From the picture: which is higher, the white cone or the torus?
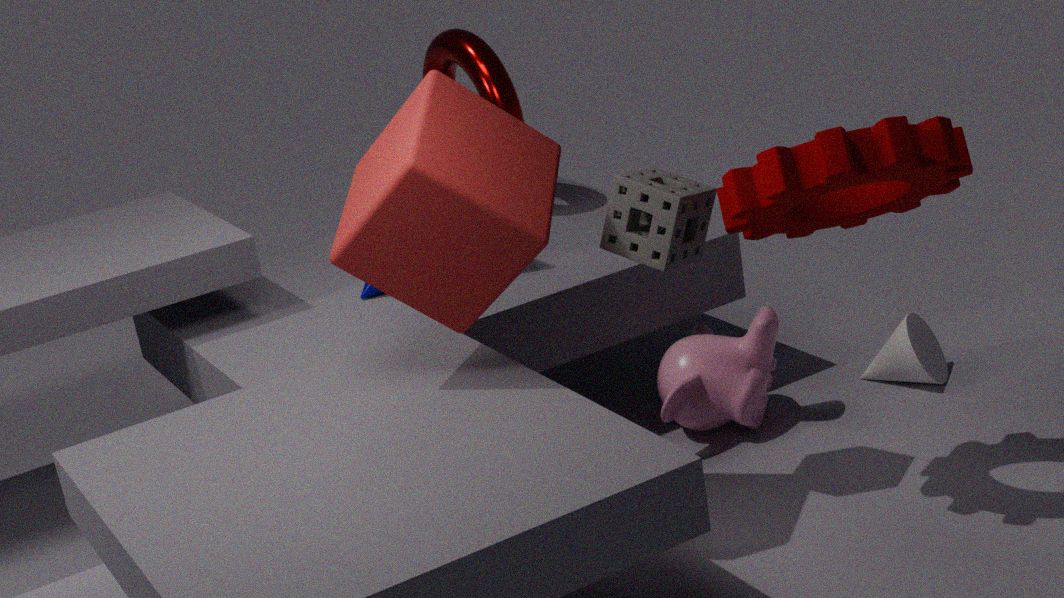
the torus
